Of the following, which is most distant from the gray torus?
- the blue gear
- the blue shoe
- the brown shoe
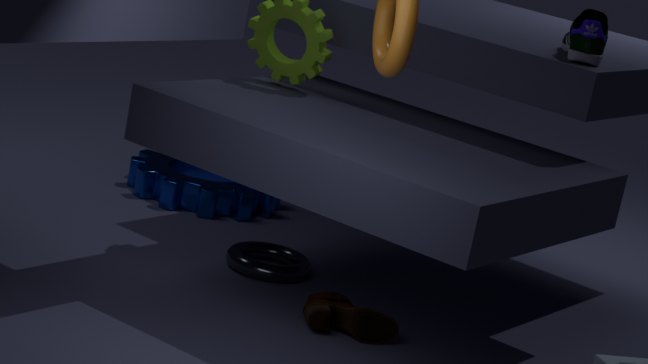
the blue shoe
